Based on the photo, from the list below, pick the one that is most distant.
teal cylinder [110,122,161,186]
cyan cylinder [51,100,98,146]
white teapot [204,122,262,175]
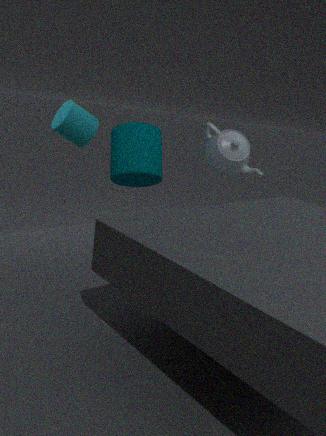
white teapot [204,122,262,175]
